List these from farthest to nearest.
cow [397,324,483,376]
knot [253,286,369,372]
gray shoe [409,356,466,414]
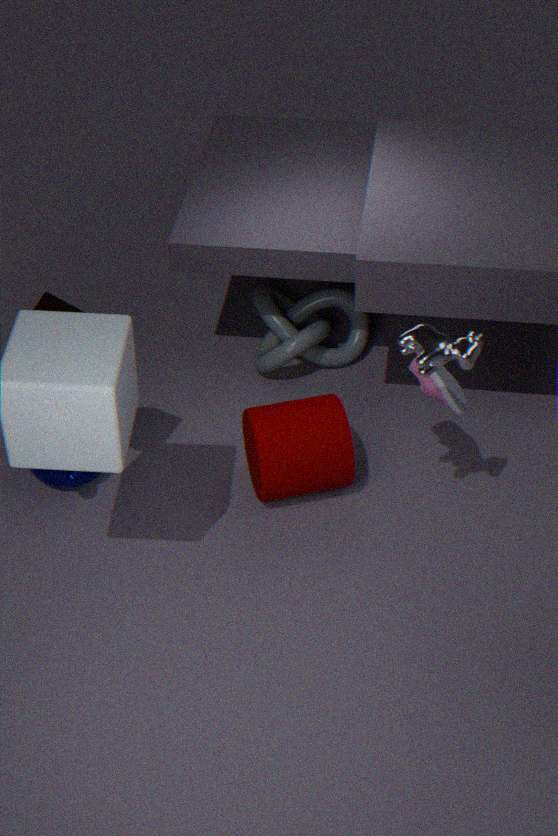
1. knot [253,286,369,372]
2. gray shoe [409,356,466,414]
3. cow [397,324,483,376]
